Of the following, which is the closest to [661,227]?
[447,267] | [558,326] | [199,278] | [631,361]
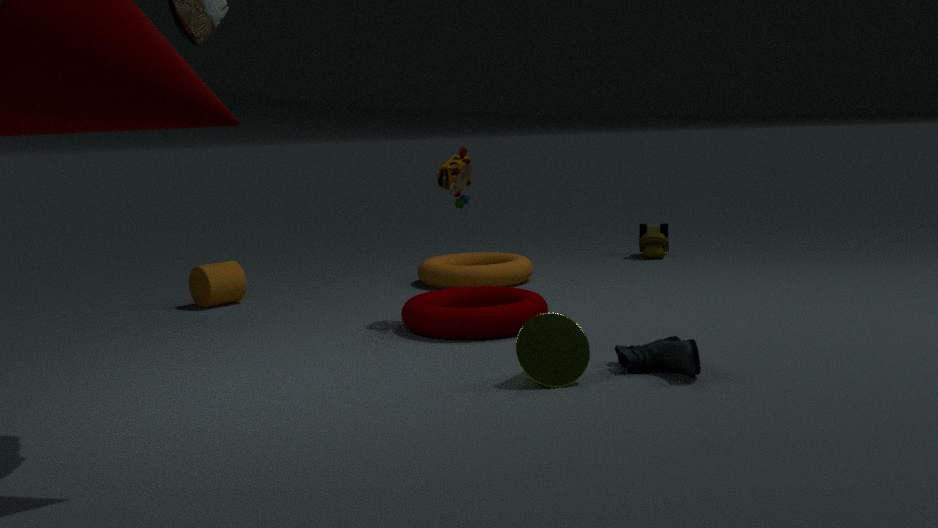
[447,267]
